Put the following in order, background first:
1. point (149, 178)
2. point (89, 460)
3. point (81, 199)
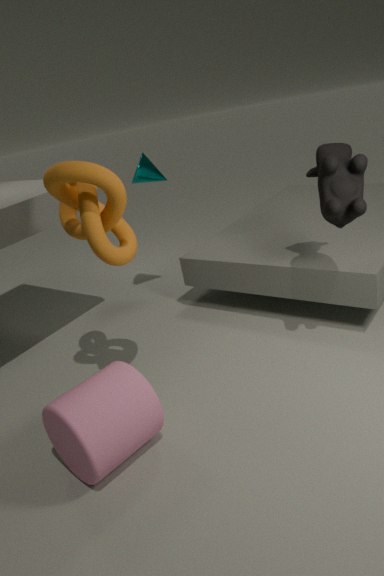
1. point (149, 178)
2. point (81, 199)
3. point (89, 460)
